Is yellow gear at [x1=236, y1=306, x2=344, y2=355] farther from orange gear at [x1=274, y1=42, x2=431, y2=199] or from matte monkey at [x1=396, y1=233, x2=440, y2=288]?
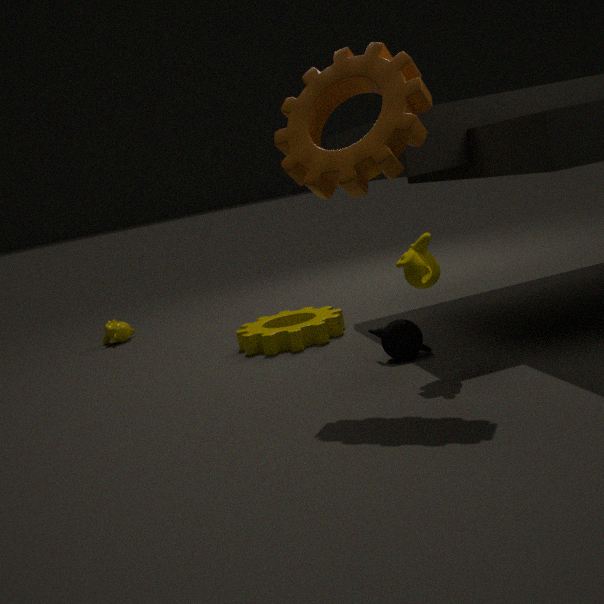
orange gear at [x1=274, y1=42, x2=431, y2=199]
